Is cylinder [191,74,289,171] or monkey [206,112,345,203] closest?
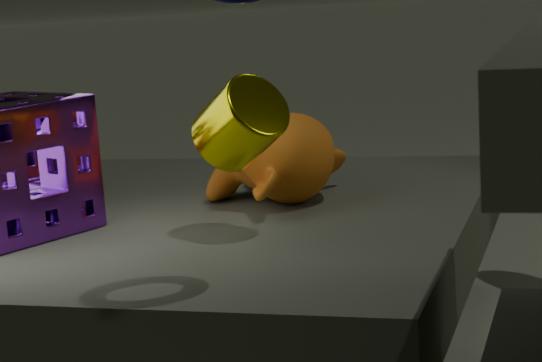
cylinder [191,74,289,171]
